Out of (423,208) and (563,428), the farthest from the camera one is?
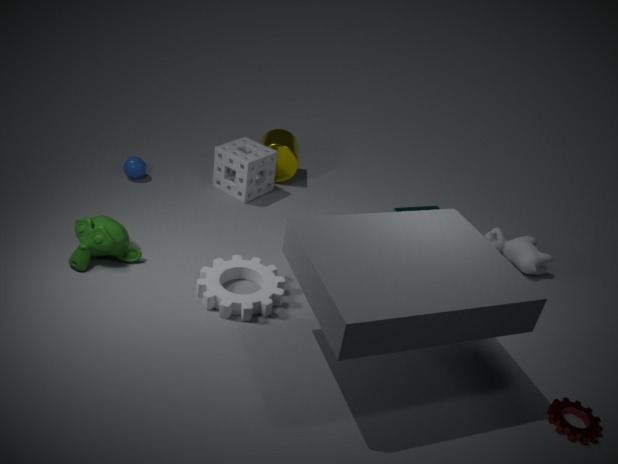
(423,208)
